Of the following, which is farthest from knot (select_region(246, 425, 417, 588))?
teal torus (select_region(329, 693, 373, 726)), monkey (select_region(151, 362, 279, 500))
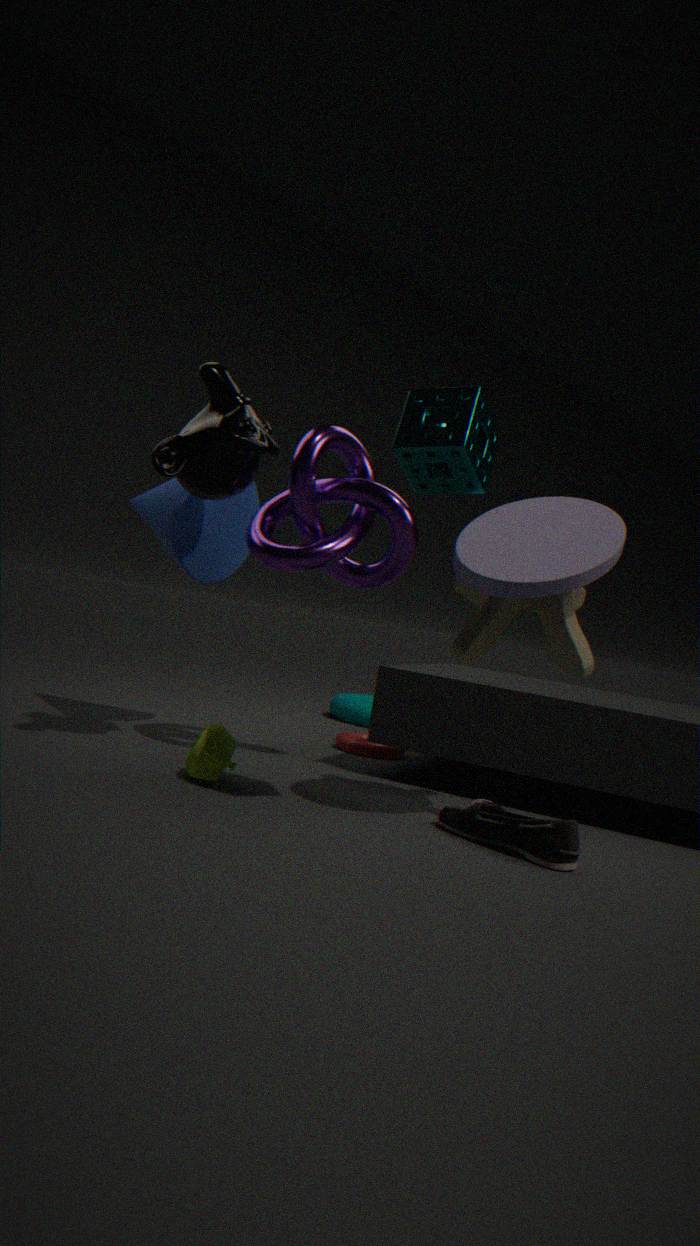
teal torus (select_region(329, 693, 373, 726))
